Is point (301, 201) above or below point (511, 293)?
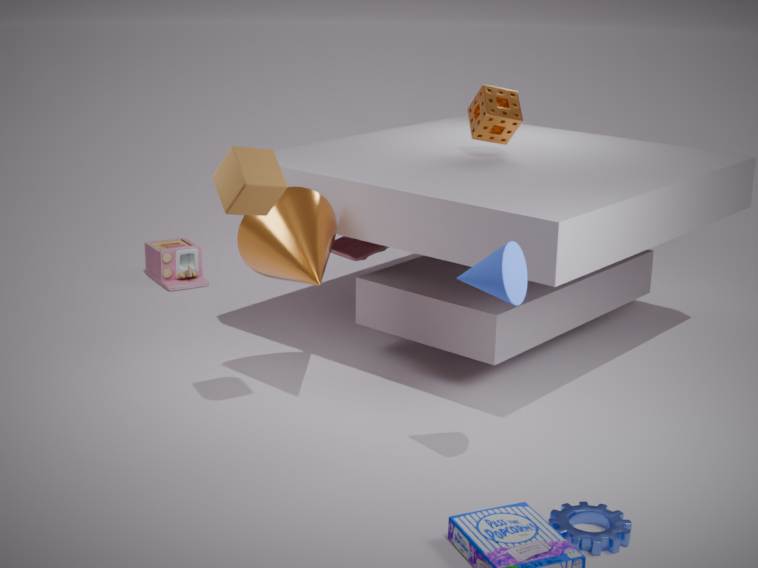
below
